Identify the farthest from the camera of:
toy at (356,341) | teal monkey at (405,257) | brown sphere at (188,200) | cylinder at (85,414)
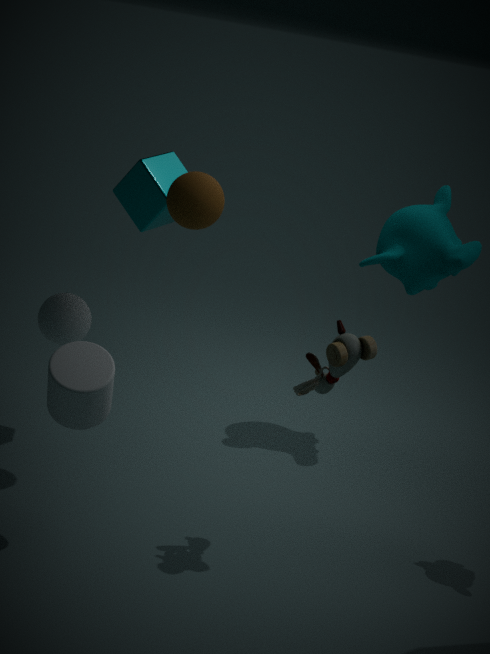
teal monkey at (405,257)
